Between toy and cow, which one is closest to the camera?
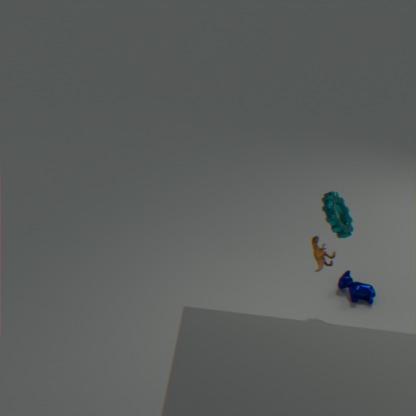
toy
